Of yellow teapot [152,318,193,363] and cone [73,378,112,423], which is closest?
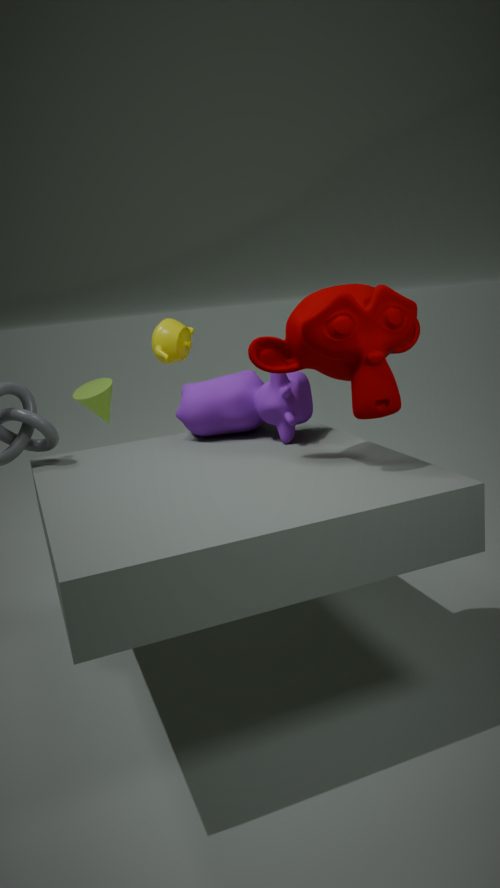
yellow teapot [152,318,193,363]
